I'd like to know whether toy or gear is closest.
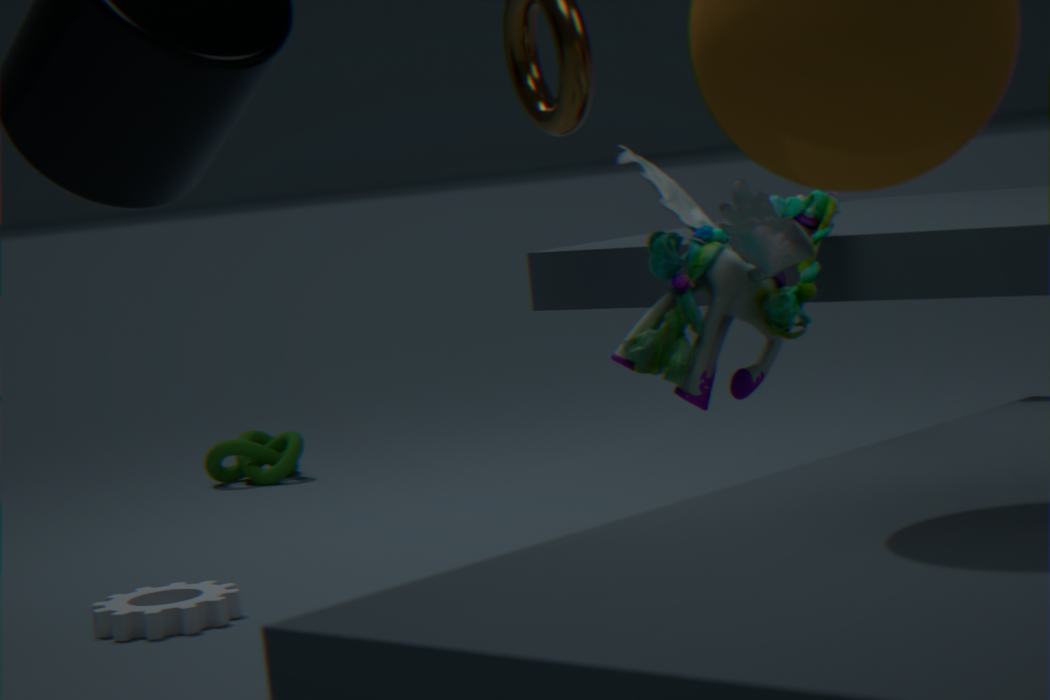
toy
